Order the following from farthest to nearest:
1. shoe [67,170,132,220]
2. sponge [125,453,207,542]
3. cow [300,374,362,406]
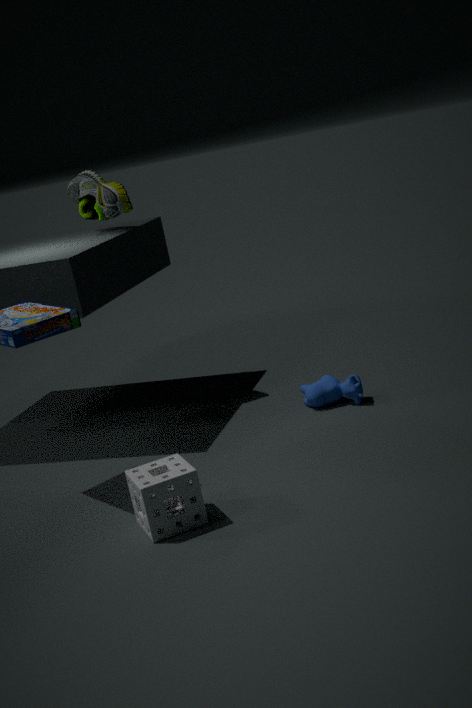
1. shoe [67,170,132,220]
2. cow [300,374,362,406]
3. sponge [125,453,207,542]
